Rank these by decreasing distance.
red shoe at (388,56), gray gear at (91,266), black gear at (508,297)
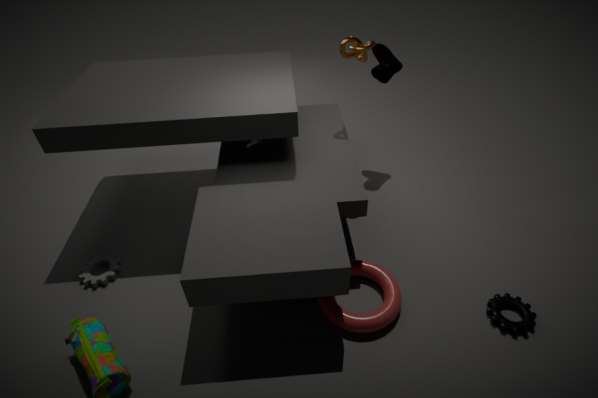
1. red shoe at (388,56)
2. gray gear at (91,266)
3. black gear at (508,297)
